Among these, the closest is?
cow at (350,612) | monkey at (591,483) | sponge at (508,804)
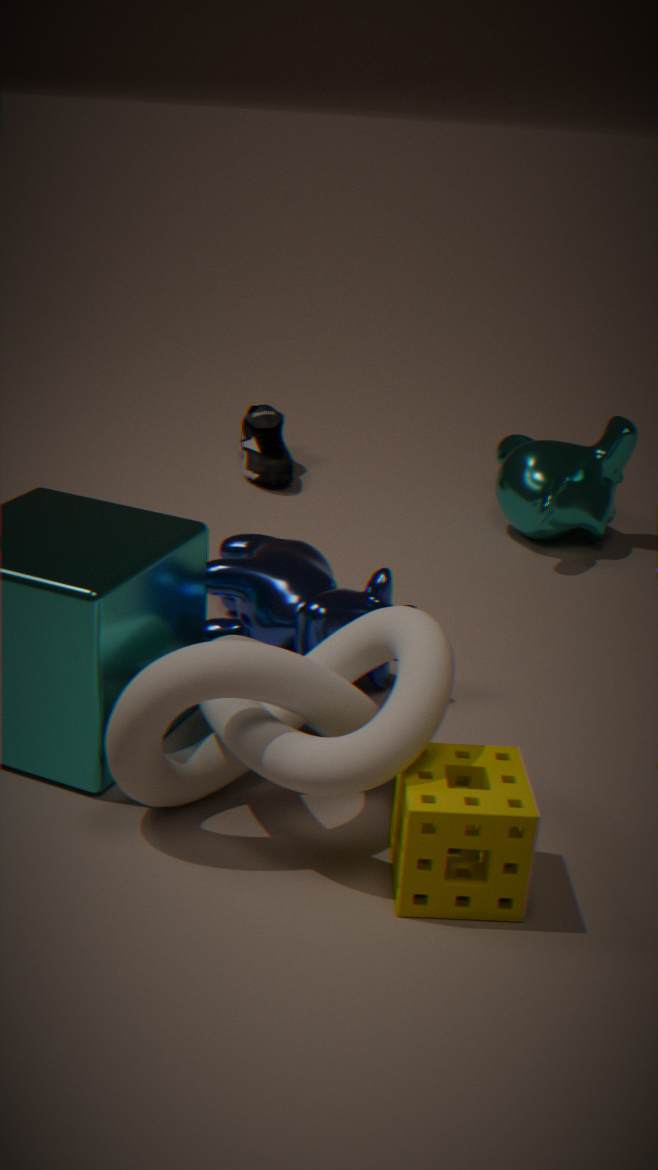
sponge at (508,804)
